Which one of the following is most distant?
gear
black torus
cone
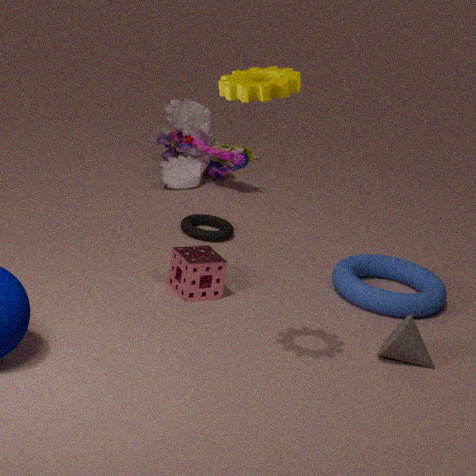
black torus
